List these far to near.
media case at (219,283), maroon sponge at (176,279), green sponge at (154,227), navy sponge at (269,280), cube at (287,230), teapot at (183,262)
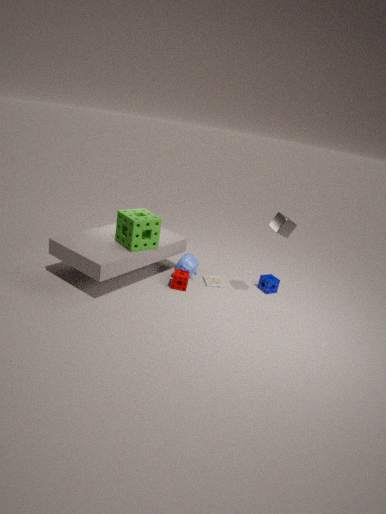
navy sponge at (269,280), media case at (219,283), teapot at (183,262), maroon sponge at (176,279), green sponge at (154,227), cube at (287,230)
